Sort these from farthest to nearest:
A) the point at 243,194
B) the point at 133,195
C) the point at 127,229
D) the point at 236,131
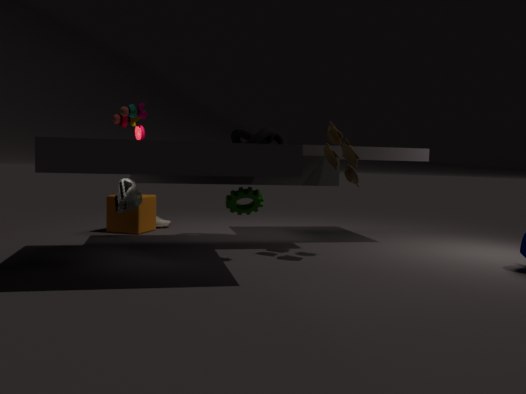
the point at 127,229
the point at 236,131
the point at 133,195
the point at 243,194
